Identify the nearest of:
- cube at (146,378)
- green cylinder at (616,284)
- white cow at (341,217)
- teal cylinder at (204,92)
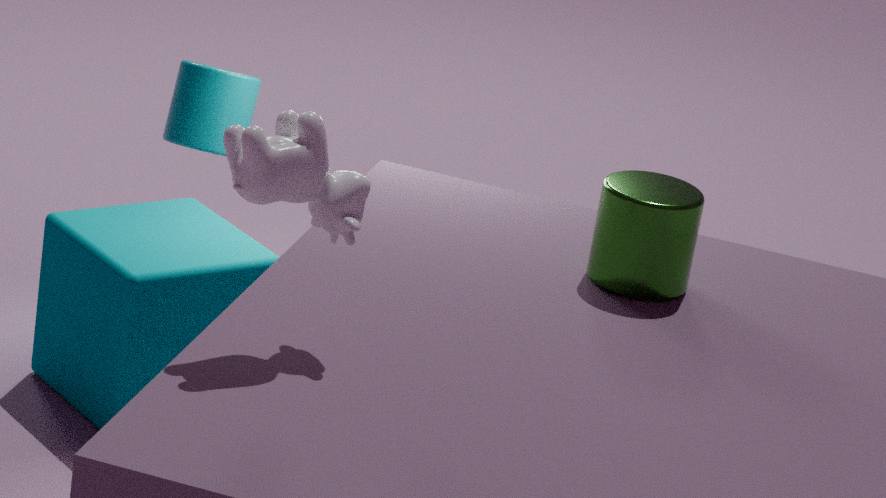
white cow at (341,217)
